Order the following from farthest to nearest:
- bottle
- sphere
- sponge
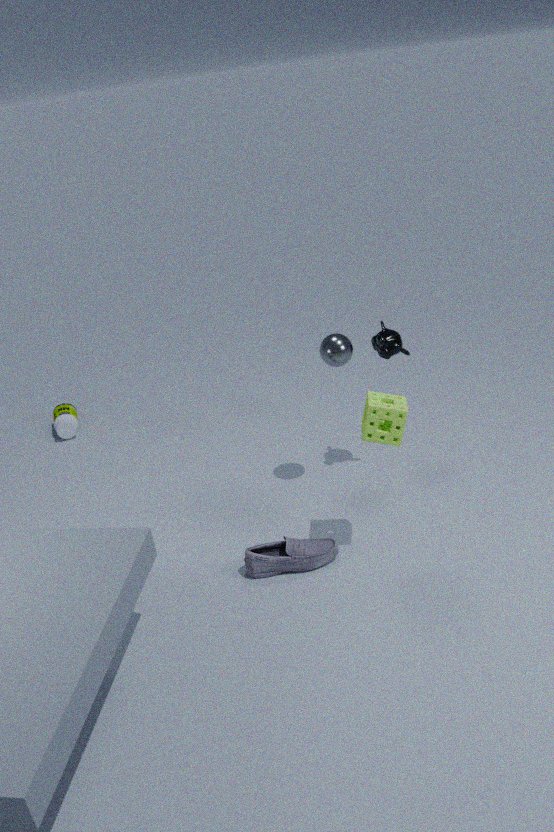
bottle < sphere < sponge
